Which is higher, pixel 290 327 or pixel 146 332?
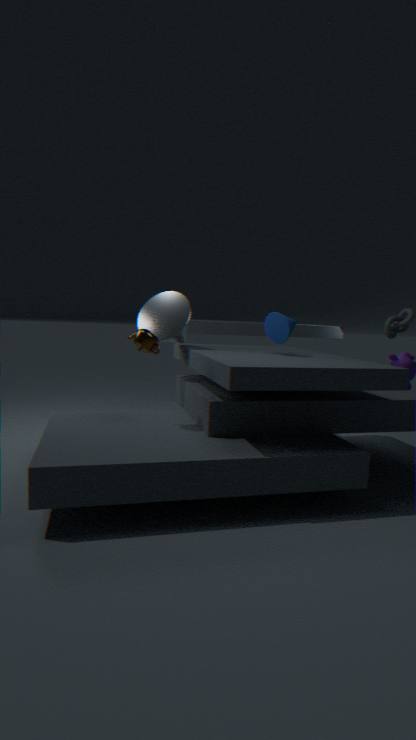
pixel 290 327
